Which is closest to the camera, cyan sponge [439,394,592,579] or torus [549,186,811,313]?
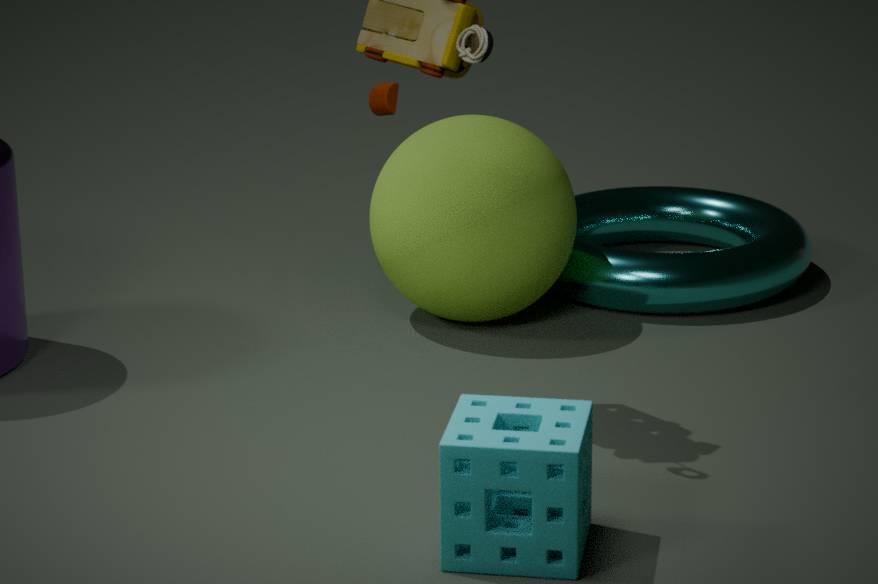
cyan sponge [439,394,592,579]
